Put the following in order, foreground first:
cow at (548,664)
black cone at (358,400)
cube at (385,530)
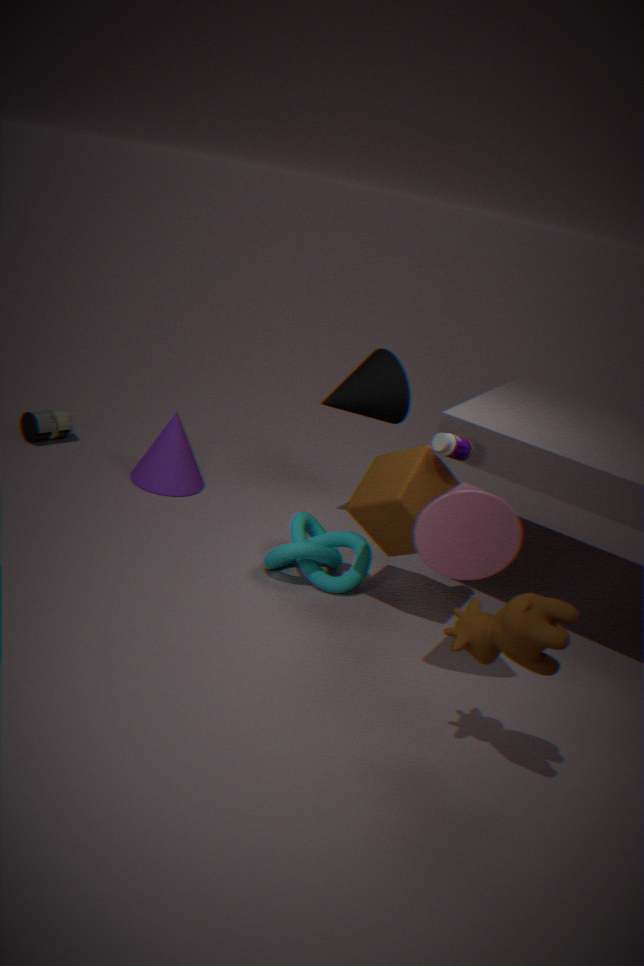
cow at (548,664), cube at (385,530), black cone at (358,400)
